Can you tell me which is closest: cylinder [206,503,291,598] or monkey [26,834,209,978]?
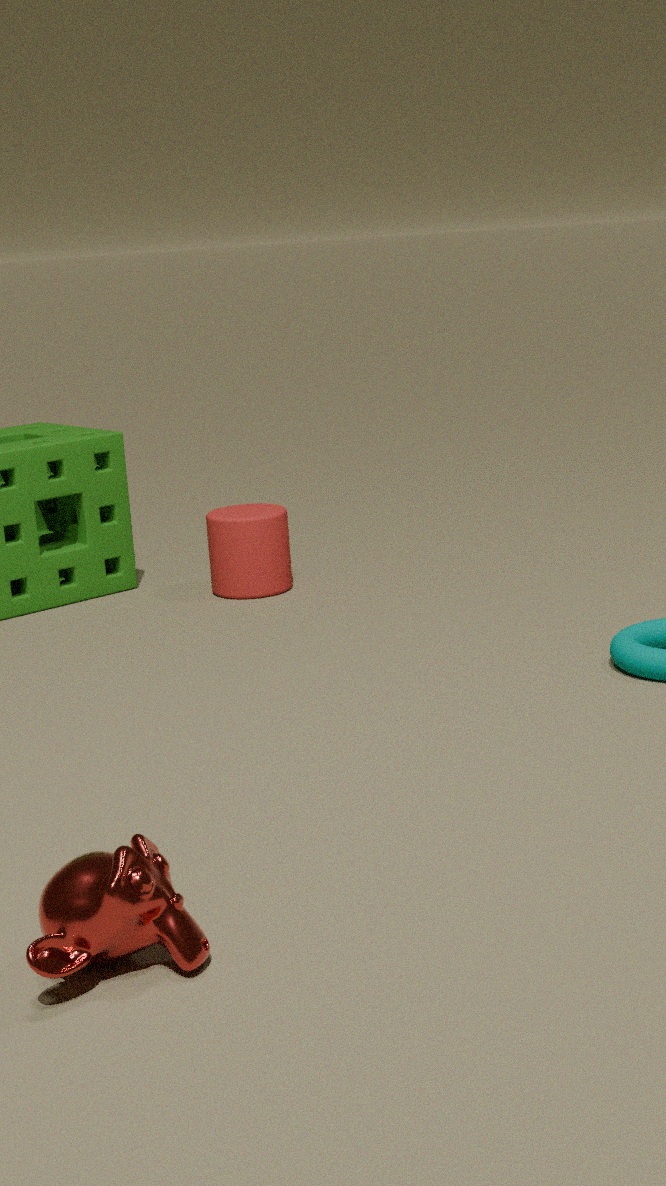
monkey [26,834,209,978]
